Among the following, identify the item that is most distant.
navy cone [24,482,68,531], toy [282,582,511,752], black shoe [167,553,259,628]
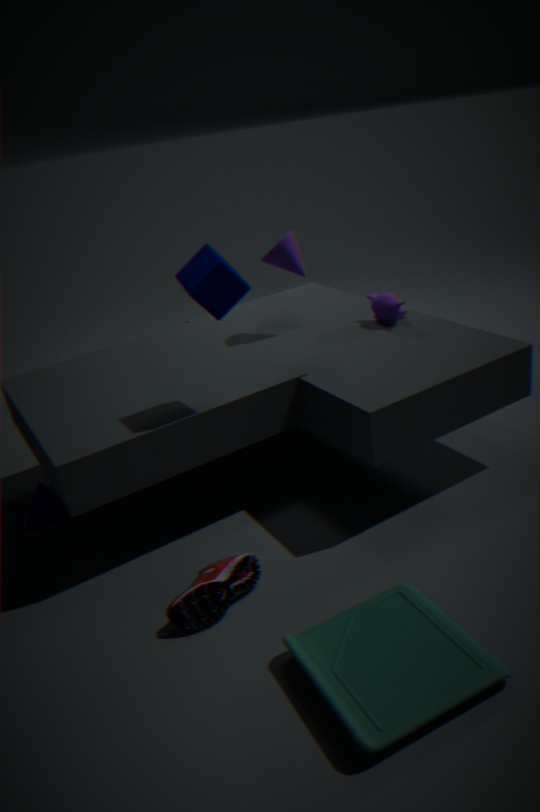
navy cone [24,482,68,531]
